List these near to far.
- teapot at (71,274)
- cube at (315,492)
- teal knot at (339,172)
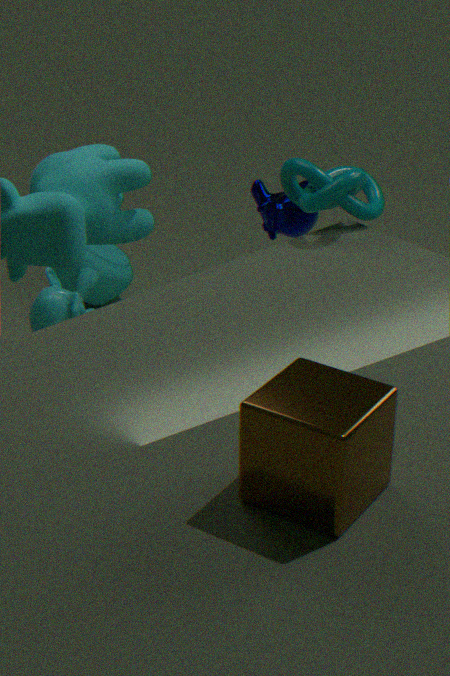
cube at (315,492) → teal knot at (339,172) → teapot at (71,274)
